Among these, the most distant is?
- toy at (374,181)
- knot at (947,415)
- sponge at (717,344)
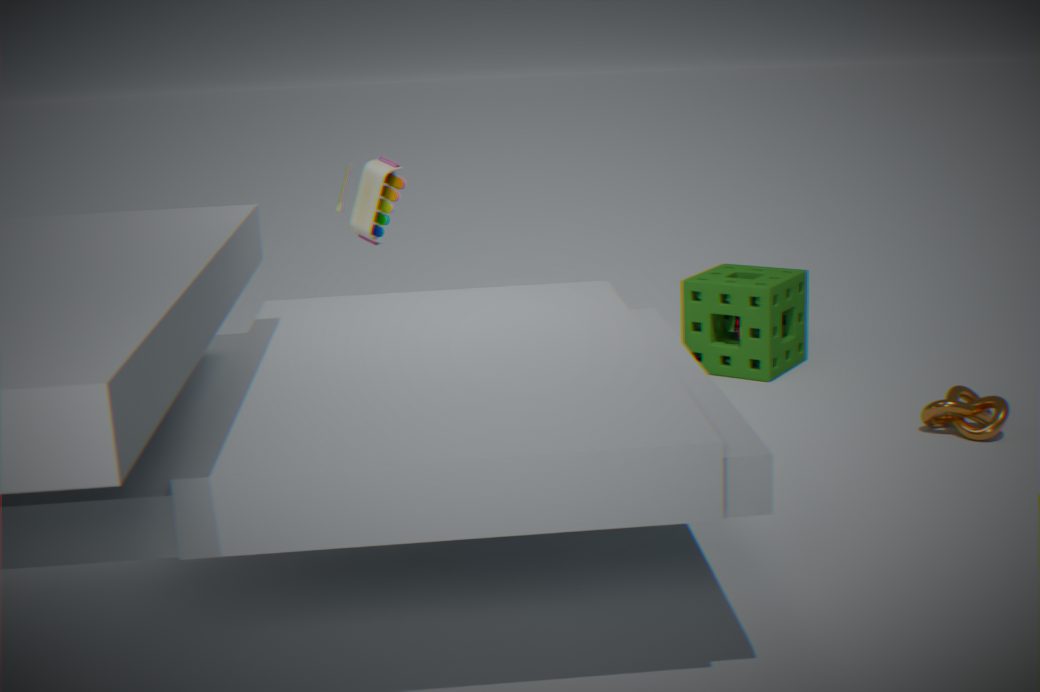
sponge at (717,344)
